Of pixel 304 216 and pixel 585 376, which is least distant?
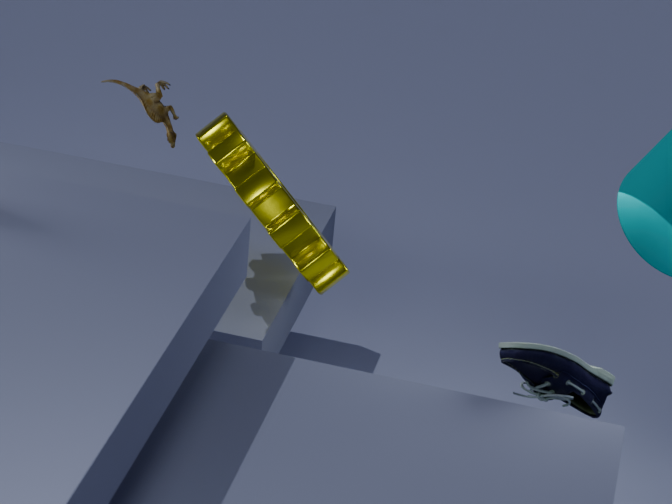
pixel 585 376
